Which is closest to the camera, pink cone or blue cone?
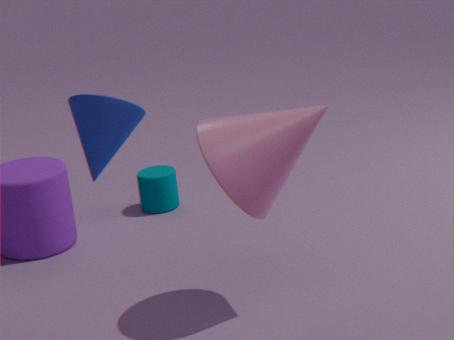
blue cone
